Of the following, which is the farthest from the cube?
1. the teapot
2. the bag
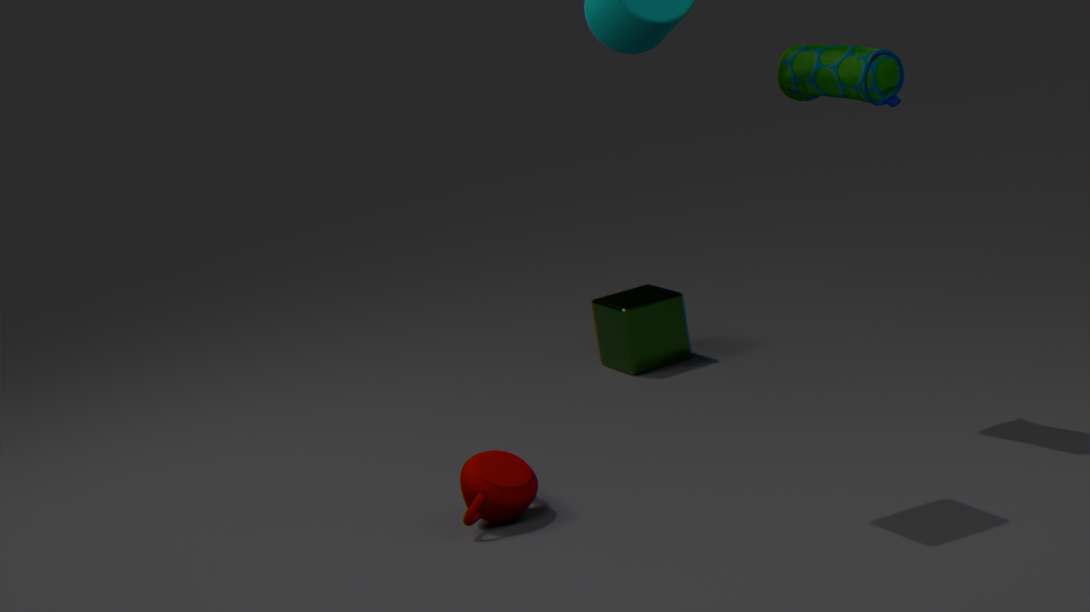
the bag
